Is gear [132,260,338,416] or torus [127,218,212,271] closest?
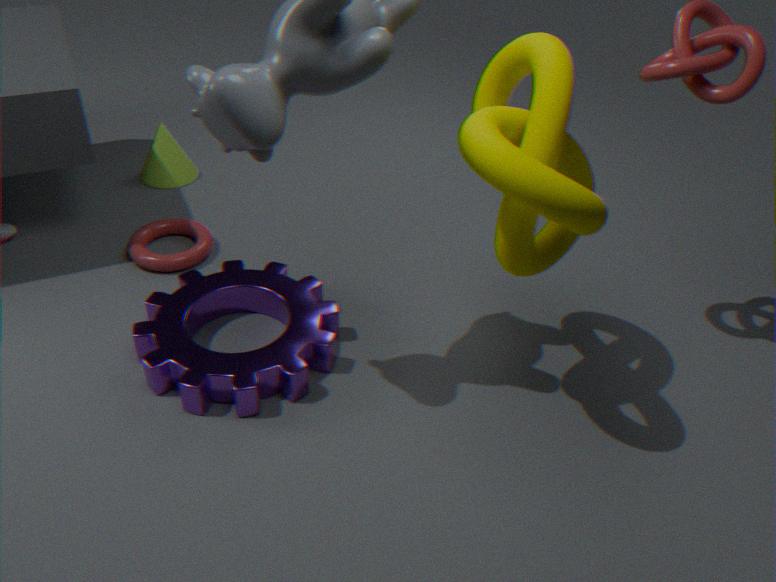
gear [132,260,338,416]
